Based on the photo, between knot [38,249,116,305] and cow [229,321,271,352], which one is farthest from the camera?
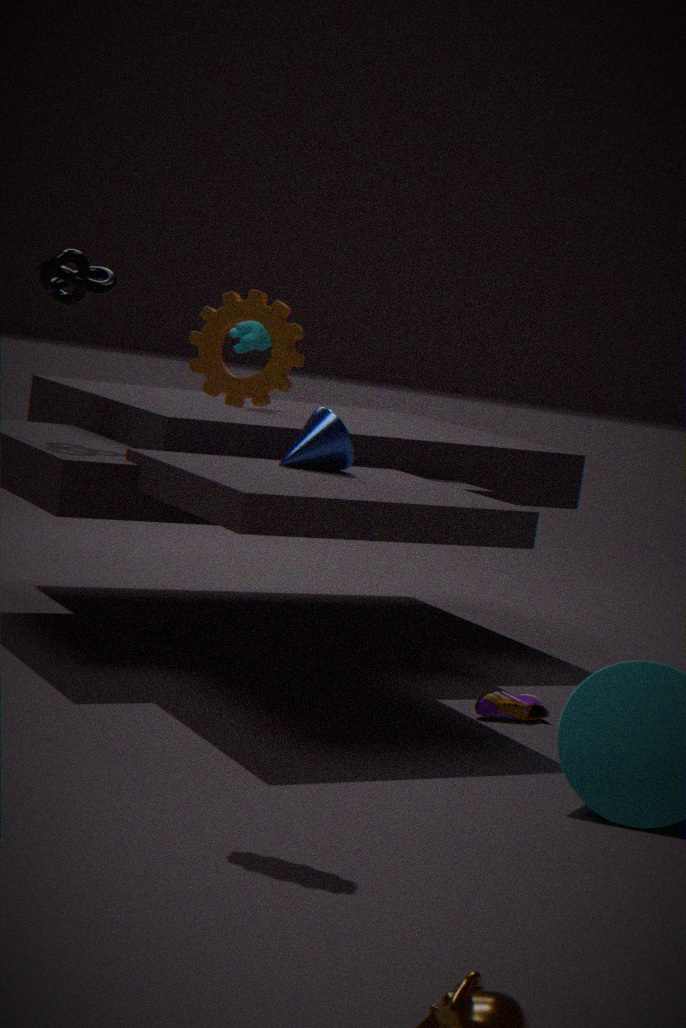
cow [229,321,271,352]
